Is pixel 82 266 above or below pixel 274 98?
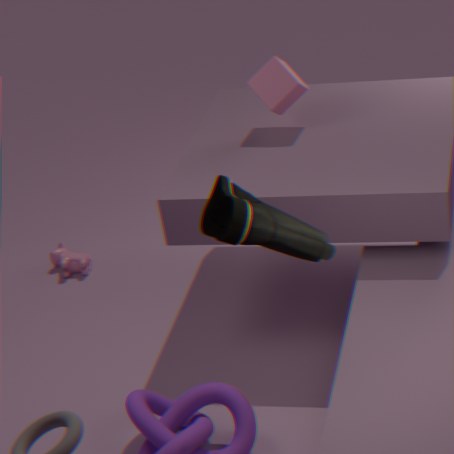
below
